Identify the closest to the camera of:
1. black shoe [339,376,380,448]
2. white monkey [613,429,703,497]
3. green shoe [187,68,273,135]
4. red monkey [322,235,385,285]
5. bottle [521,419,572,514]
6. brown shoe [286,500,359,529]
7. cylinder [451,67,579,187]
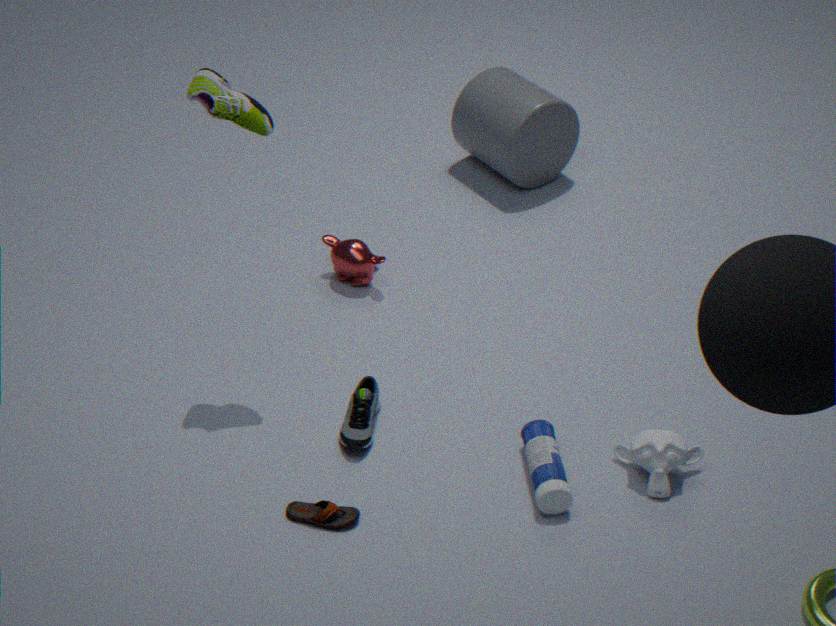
brown shoe [286,500,359,529]
